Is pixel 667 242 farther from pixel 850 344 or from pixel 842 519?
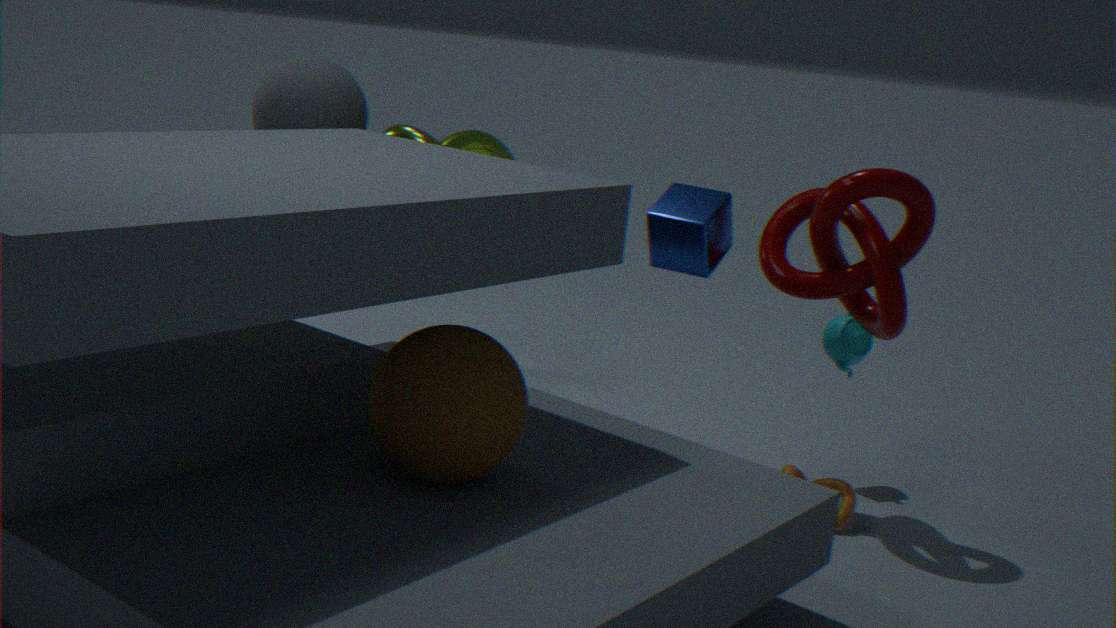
pixel 842 519
